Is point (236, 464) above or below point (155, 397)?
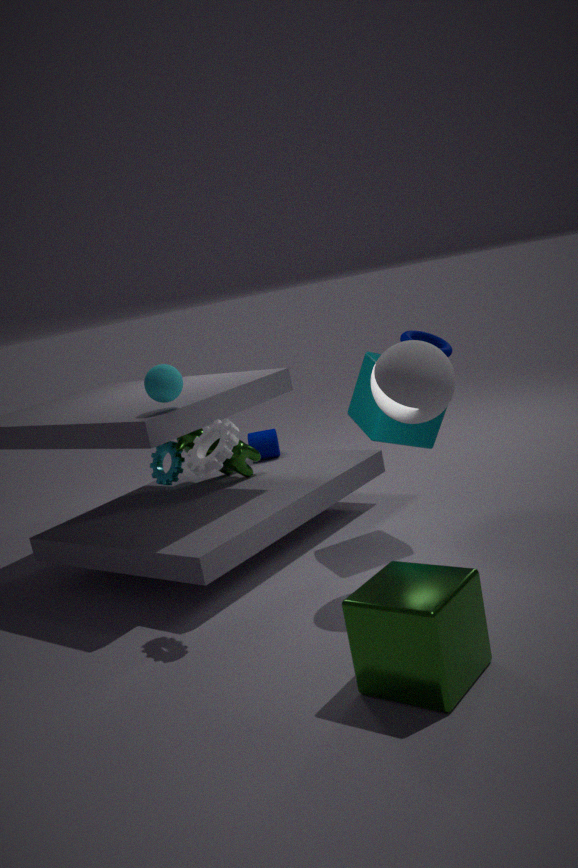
below
